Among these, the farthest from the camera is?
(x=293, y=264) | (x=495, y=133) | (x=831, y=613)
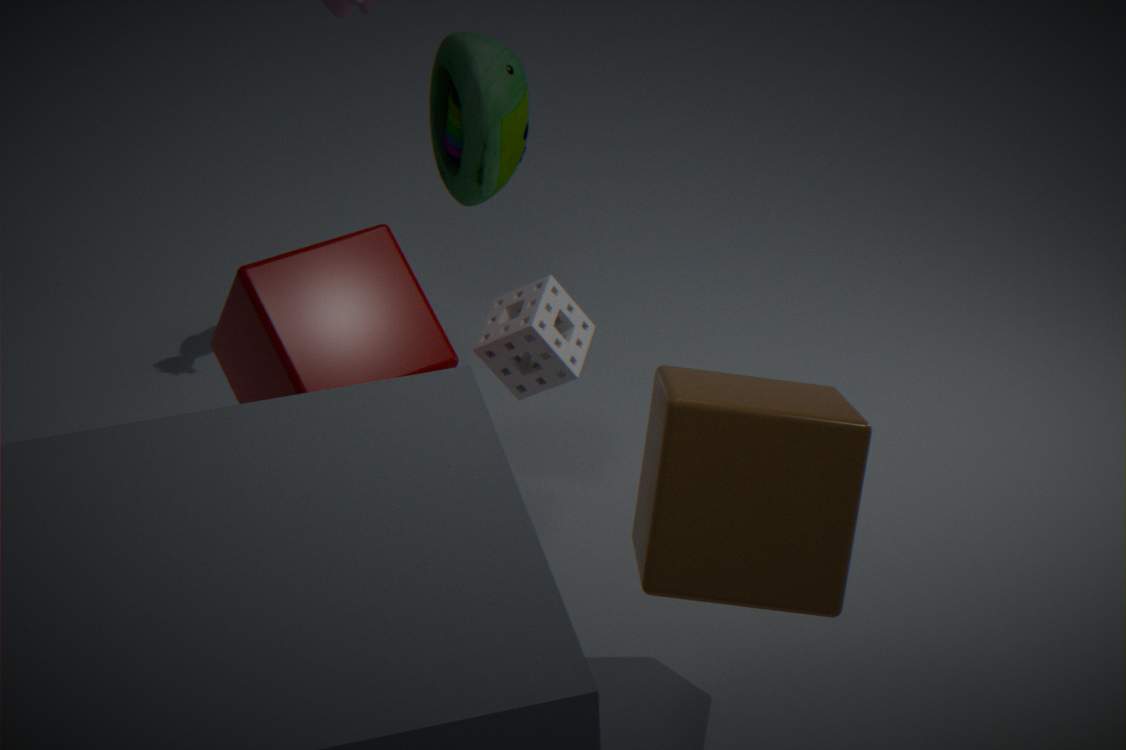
(x=495, y=133)
